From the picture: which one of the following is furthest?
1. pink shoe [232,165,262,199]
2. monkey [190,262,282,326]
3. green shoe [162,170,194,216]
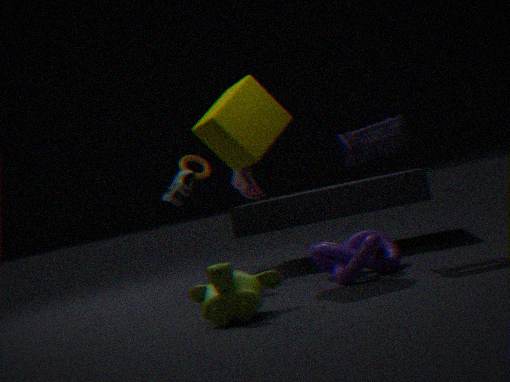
pink shoe [232,165,262,199]
